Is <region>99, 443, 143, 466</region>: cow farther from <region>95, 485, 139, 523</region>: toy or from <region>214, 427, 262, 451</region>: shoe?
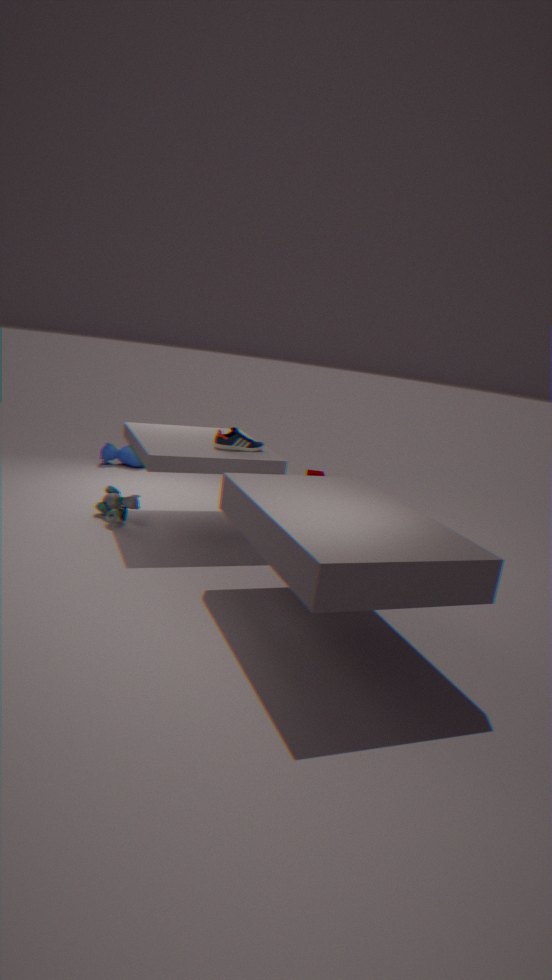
<region>214, 427, 262, 451</region>: shoe
